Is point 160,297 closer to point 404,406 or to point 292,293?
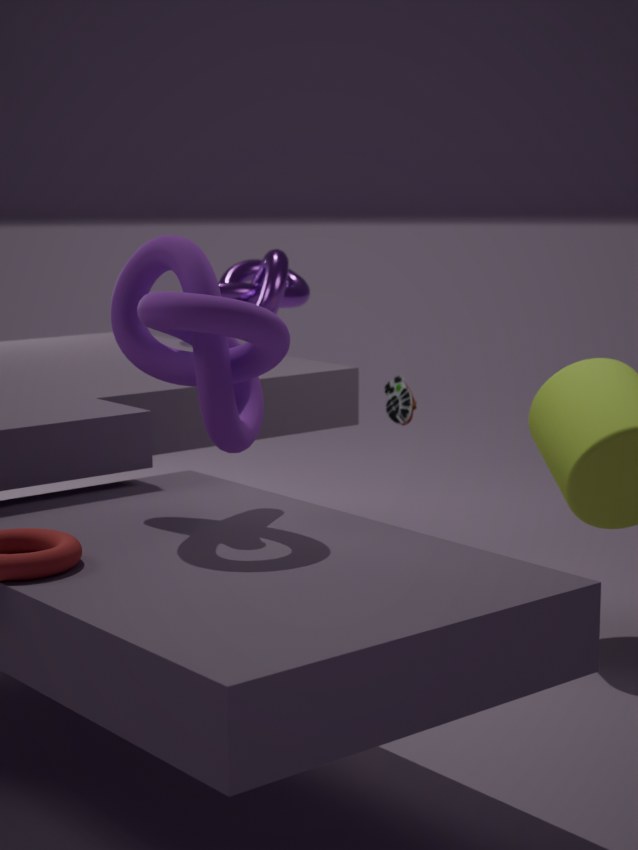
point 404,406
